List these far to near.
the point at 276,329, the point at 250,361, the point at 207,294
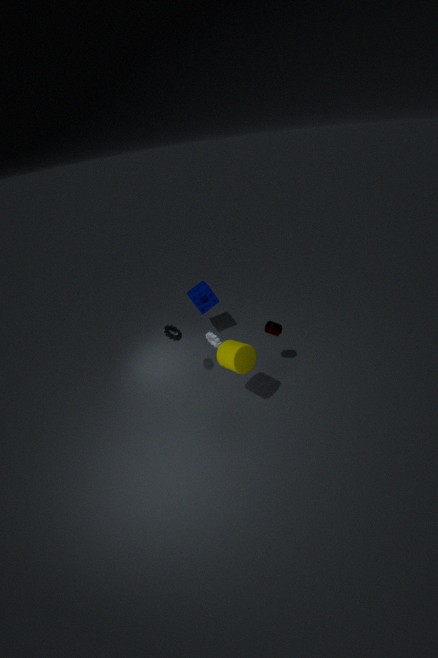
the point at 207,294 → the point at 276,329 → the point at 250,361
